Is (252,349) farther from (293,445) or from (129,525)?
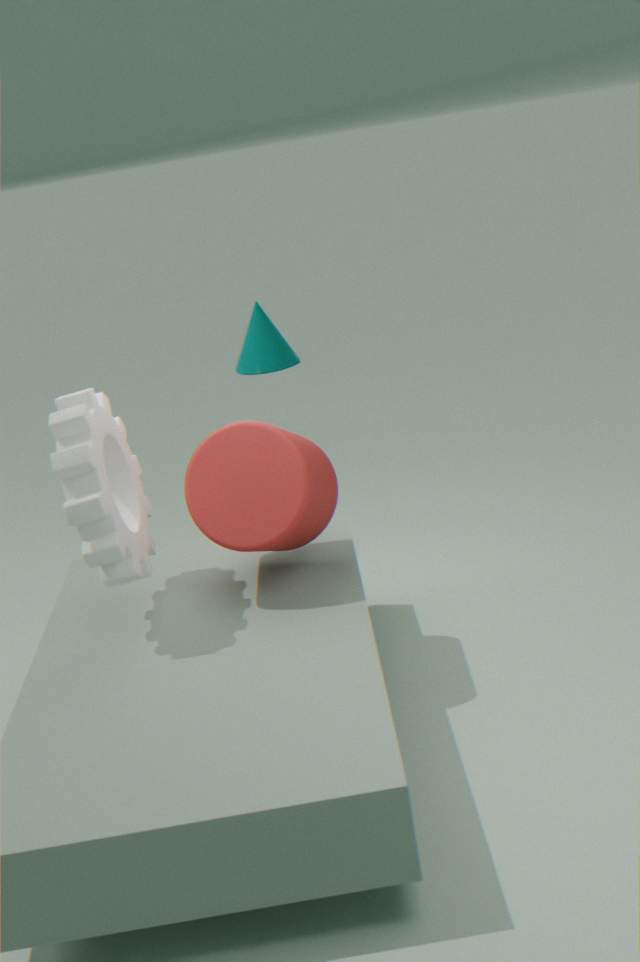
(129,525)
